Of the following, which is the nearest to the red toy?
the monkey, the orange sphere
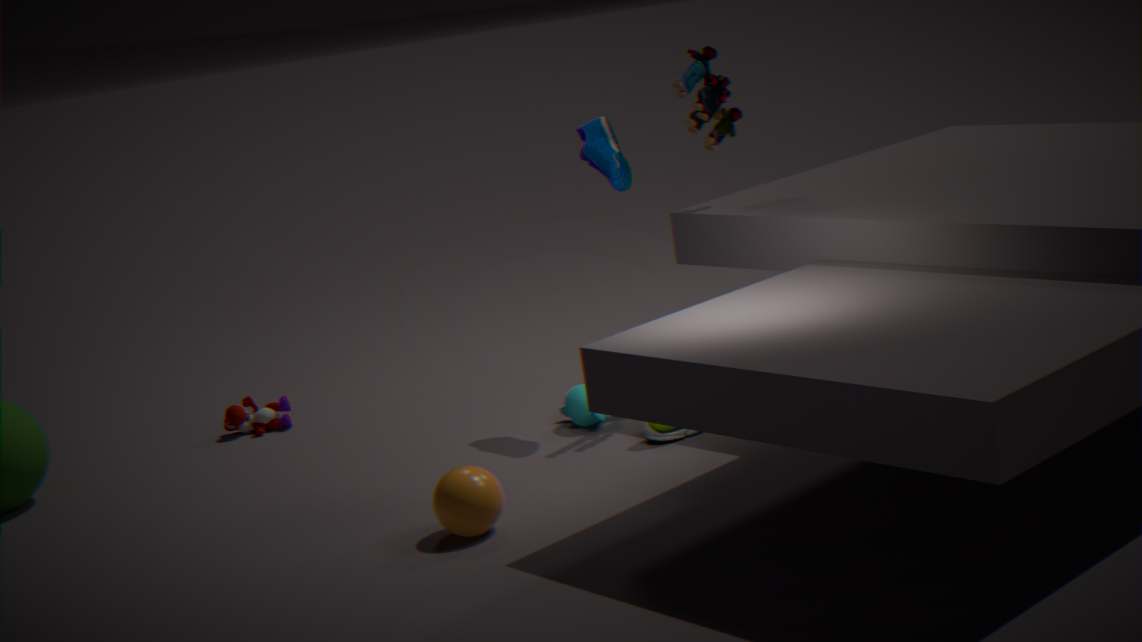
the monkey
